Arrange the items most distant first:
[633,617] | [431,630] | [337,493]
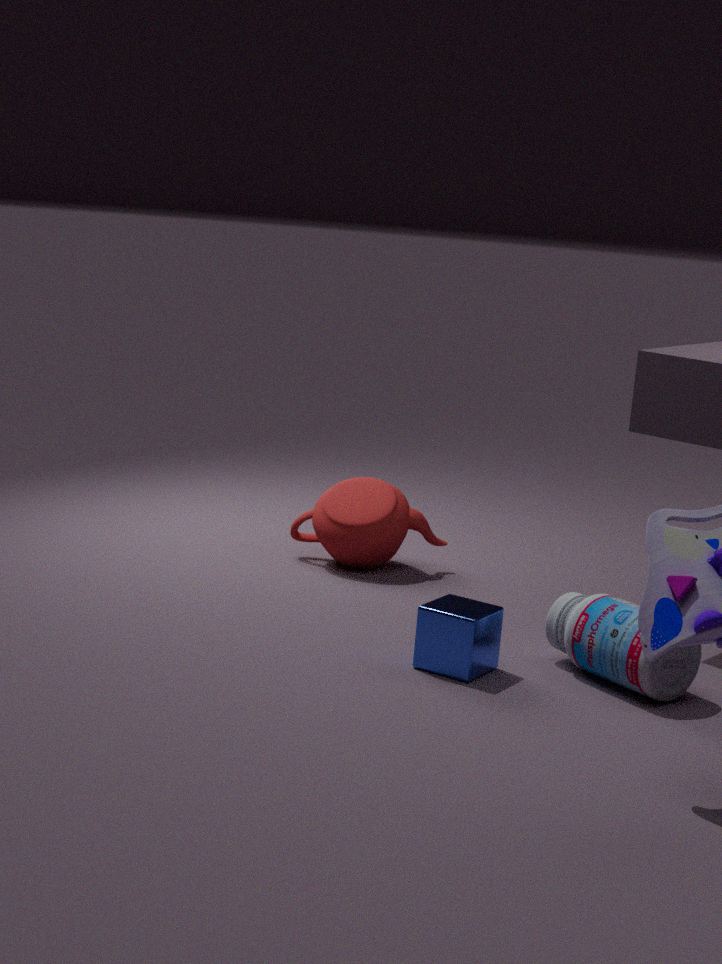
1. [337,493]
2. [431,630]
3. [633,617]
